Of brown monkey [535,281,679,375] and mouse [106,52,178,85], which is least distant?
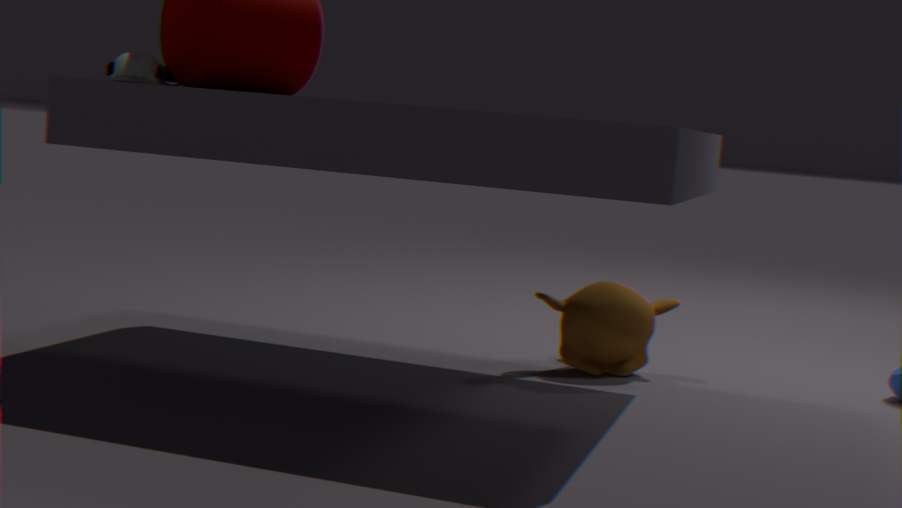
mouse [106,52,178,85]
